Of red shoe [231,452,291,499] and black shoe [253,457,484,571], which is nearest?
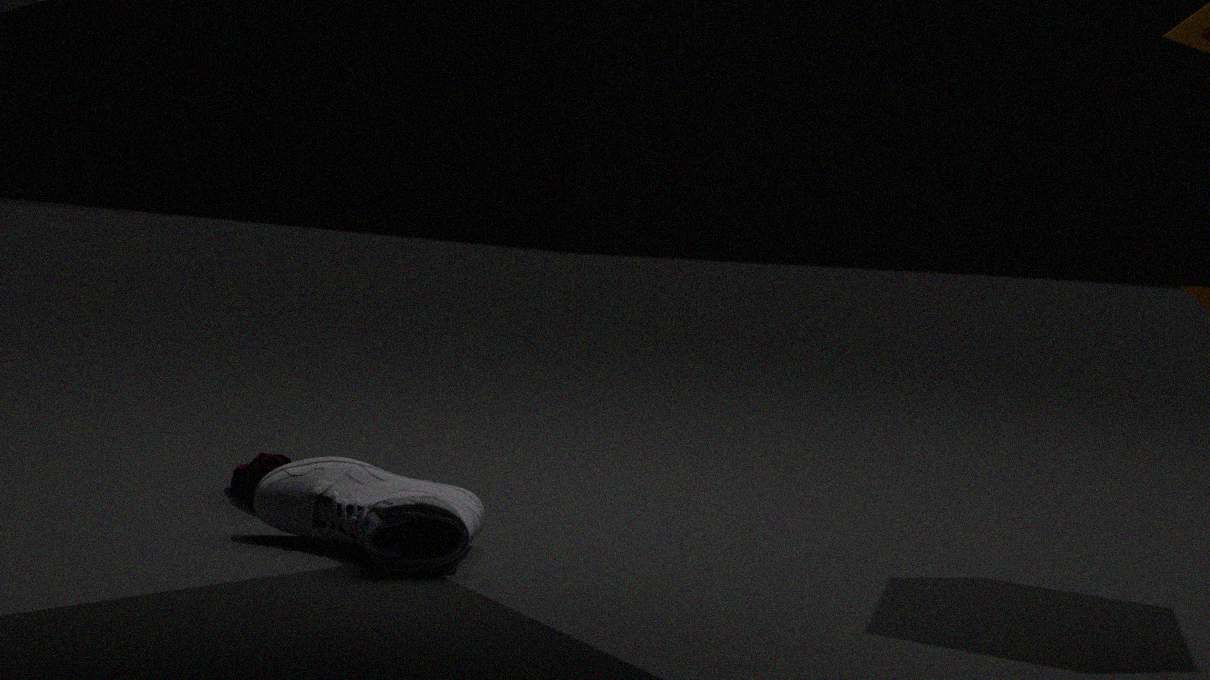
black shoe [253,457,484,571]
